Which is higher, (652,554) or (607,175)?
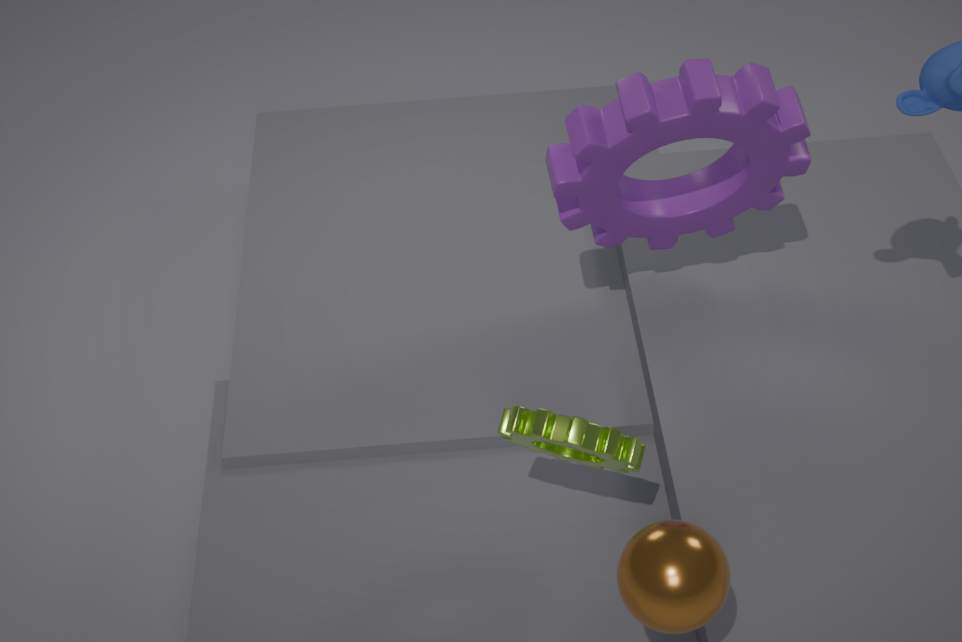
(607,175)
